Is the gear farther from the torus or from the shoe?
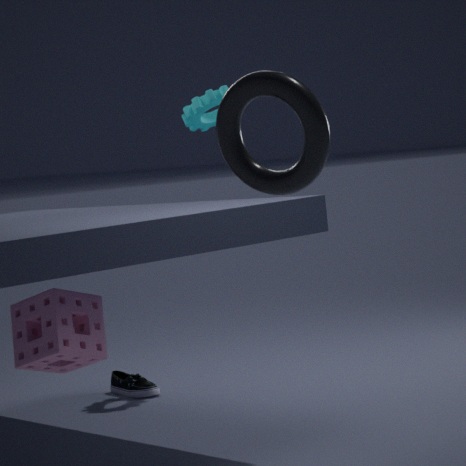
the torus
